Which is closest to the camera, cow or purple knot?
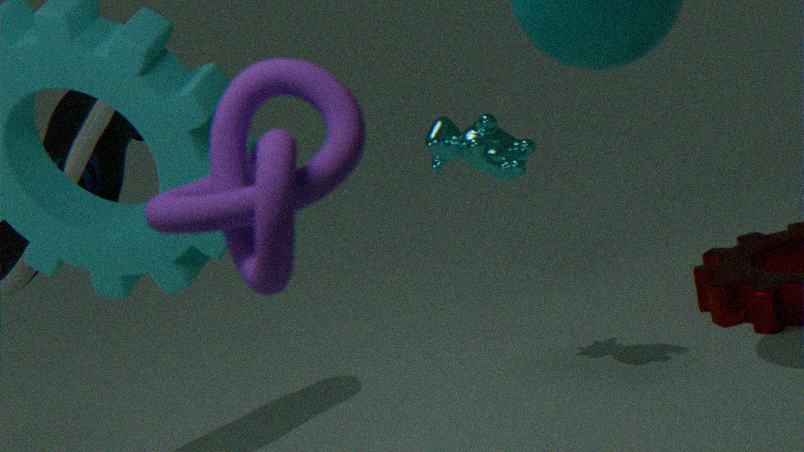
purple knot
